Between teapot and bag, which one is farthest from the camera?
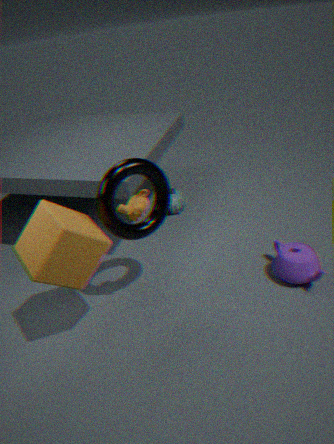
bag
